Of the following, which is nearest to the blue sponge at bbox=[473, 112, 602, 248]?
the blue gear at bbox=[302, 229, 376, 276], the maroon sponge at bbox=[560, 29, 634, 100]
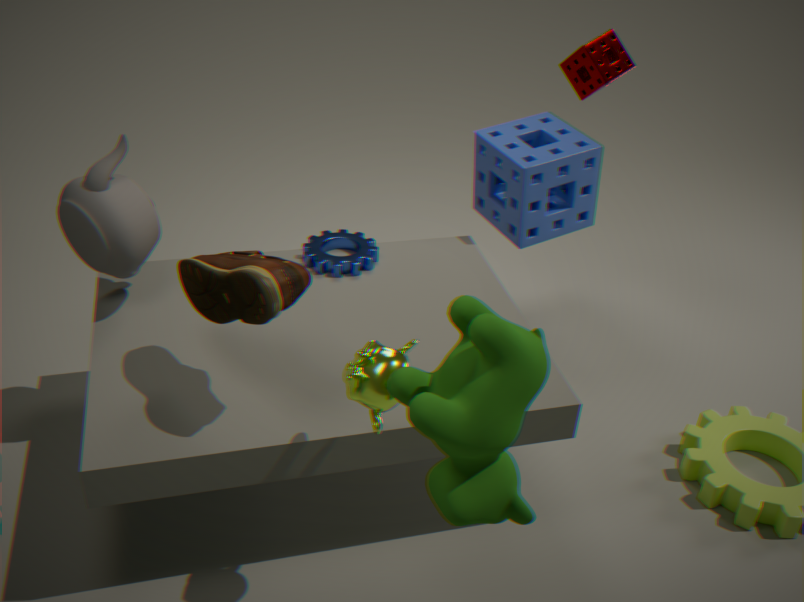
the maroon sponge at bbox=[560, 29, 634, 100]
